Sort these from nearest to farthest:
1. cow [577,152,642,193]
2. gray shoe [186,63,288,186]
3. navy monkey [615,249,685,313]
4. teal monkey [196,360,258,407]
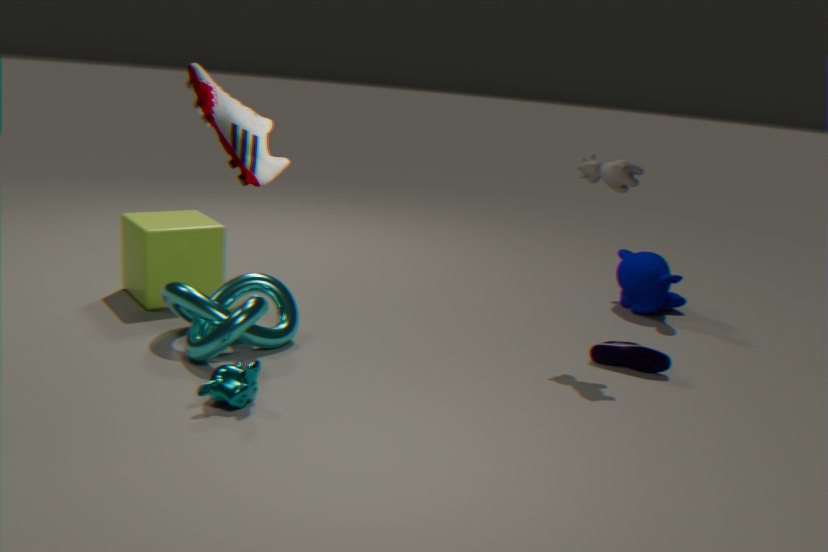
gray shoe [186,63,288,186]
teal monkey [196,360,258,407]
cow [577,152,642,193]
navy monkey [615,249,685,313]
